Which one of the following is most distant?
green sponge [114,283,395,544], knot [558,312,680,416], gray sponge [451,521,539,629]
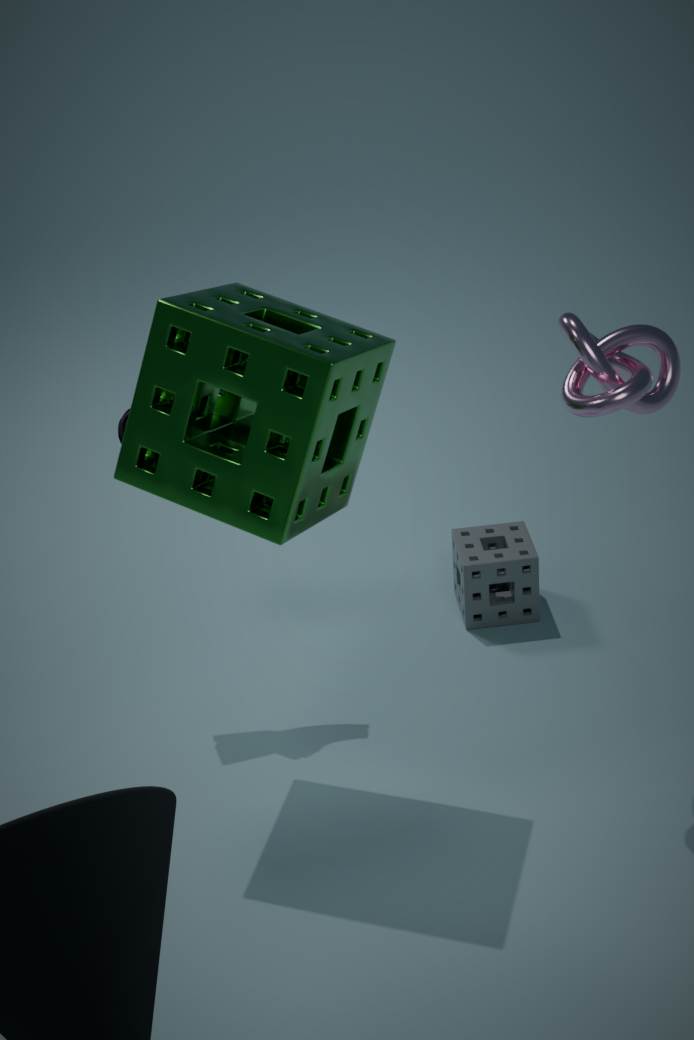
gray sponge [451,521,539,629]
